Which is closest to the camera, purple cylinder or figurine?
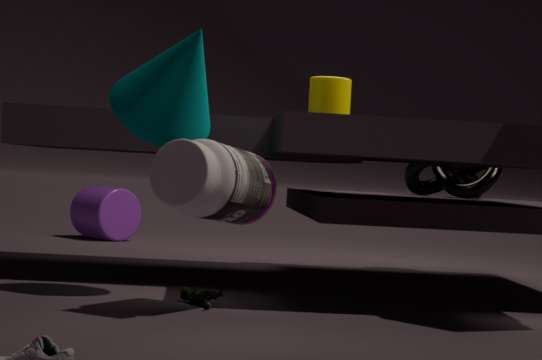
figurine
